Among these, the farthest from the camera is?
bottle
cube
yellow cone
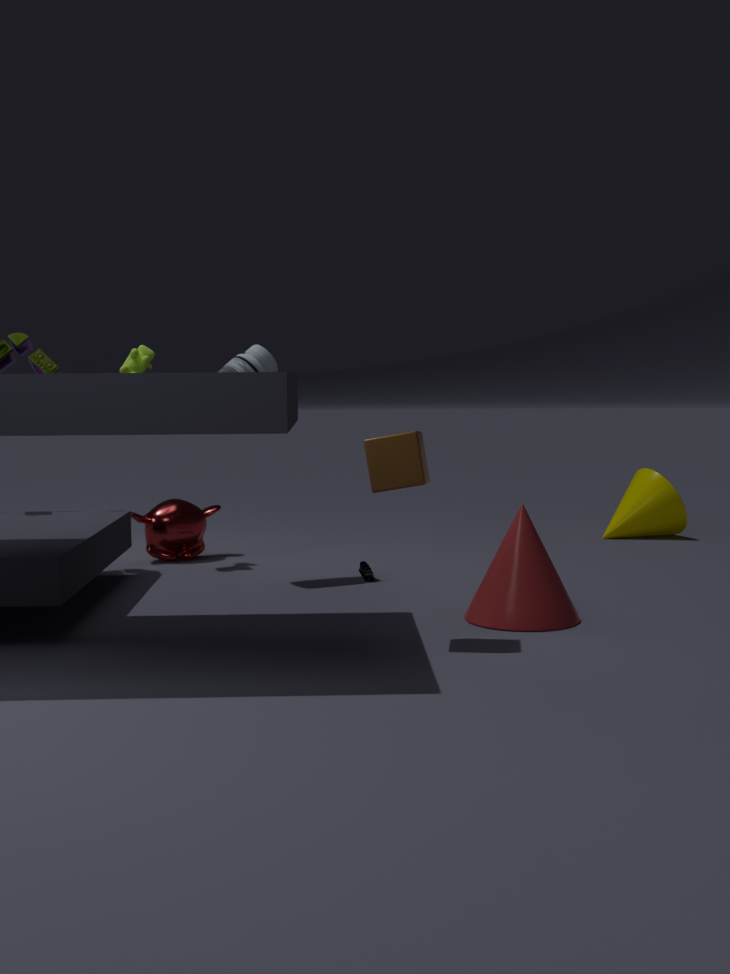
yellow cone
